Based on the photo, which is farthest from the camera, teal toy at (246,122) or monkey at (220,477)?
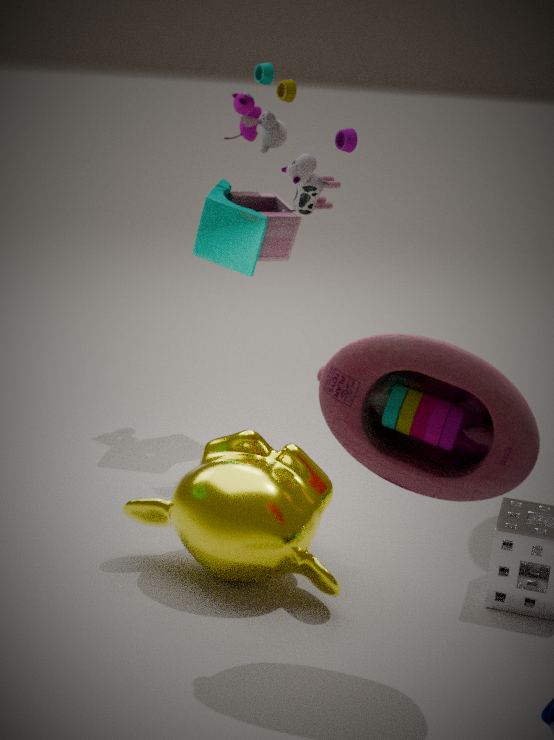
teal toy at (246,122)
